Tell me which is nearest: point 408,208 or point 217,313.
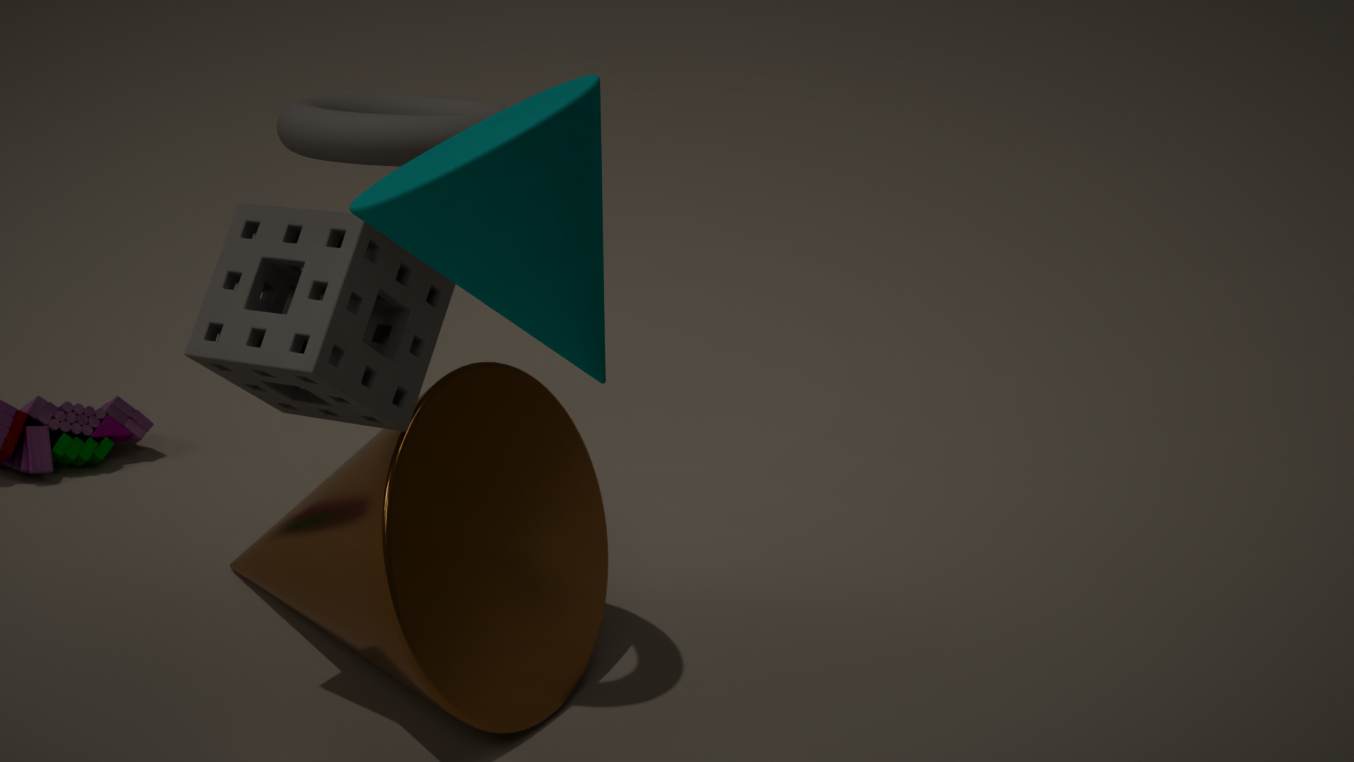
point 408,208
